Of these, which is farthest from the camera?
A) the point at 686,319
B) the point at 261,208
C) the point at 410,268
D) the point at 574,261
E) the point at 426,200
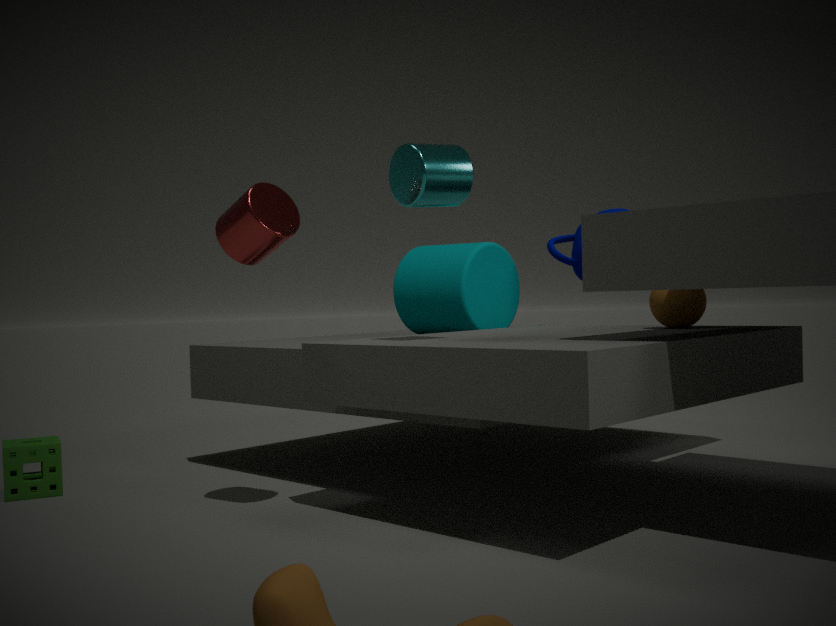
the point at 410,268
